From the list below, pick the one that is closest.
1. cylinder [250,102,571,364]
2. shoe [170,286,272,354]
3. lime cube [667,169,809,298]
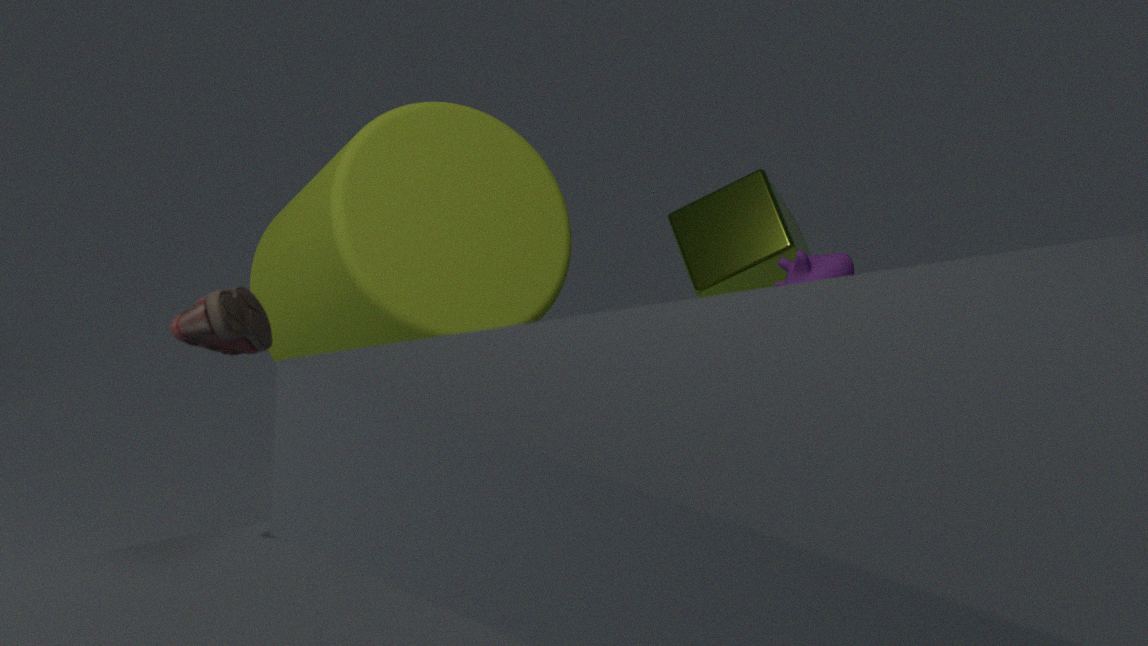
shoe [170,286,272,354]
